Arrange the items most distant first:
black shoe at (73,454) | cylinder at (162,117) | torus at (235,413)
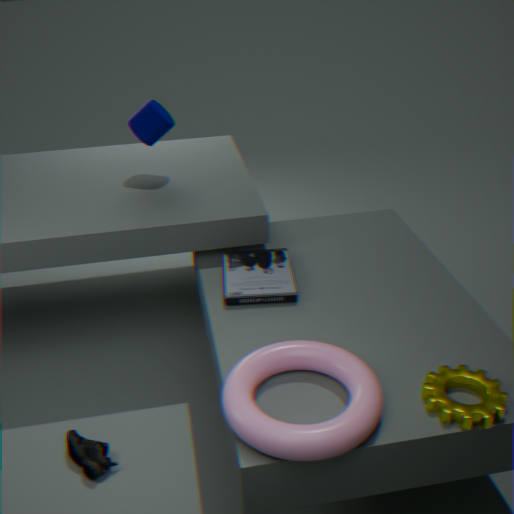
1. cylinder at (162,117)
2. black shoe at (73,454)
3. torus at (235,413)
